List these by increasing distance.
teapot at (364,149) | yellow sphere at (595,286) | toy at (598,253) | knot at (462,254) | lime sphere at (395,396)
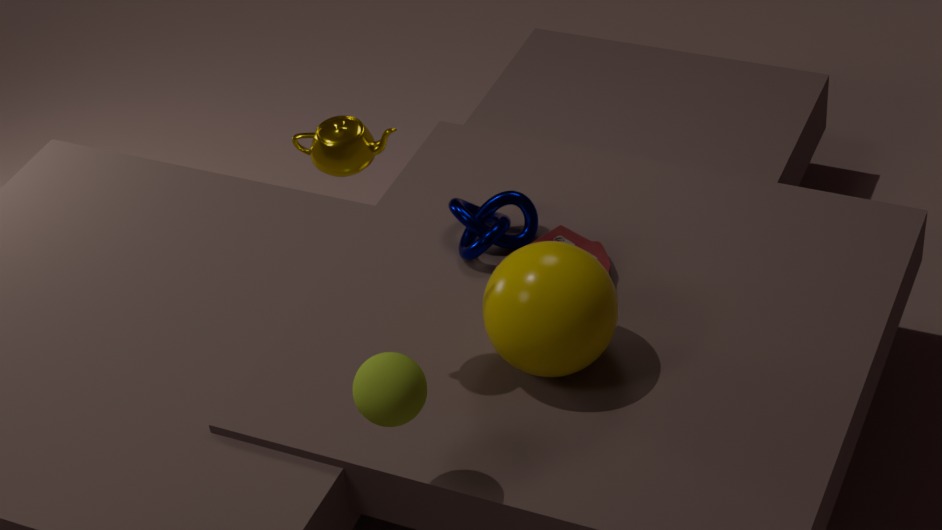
lime sphere at (395,396) → teapot at (364,149) → yellow sphere at (595,286) → toy at (598,253) → knot at (462,254)
